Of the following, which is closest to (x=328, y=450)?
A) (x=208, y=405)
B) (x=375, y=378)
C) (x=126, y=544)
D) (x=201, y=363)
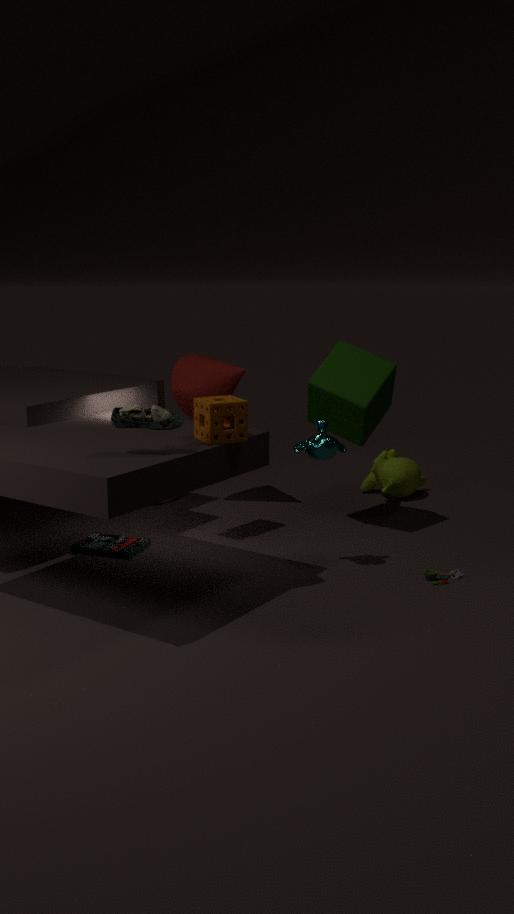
(x=208, y=405)
